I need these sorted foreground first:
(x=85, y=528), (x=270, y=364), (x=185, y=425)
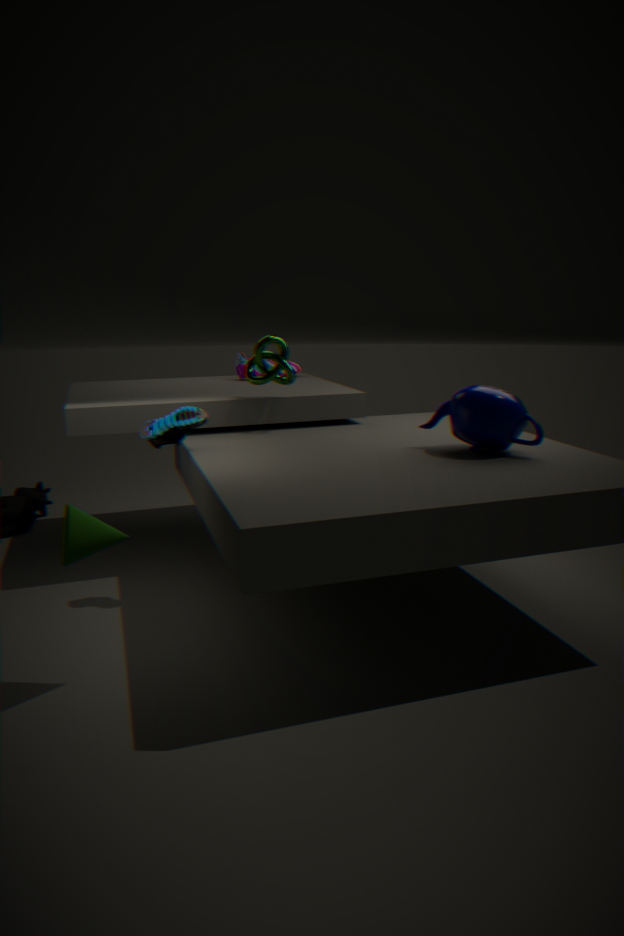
(x=85, y=528), (x=185, y=425), (x=270, y=364)
